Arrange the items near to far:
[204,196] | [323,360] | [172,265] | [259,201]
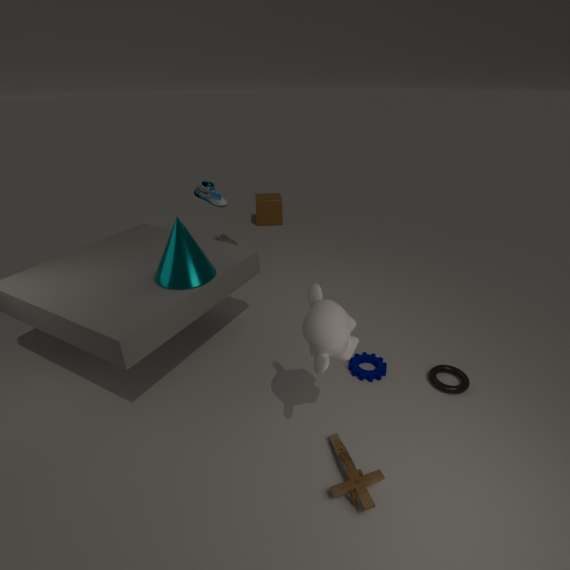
[323,360]
[172,265]
[204,196]
[259,201]
